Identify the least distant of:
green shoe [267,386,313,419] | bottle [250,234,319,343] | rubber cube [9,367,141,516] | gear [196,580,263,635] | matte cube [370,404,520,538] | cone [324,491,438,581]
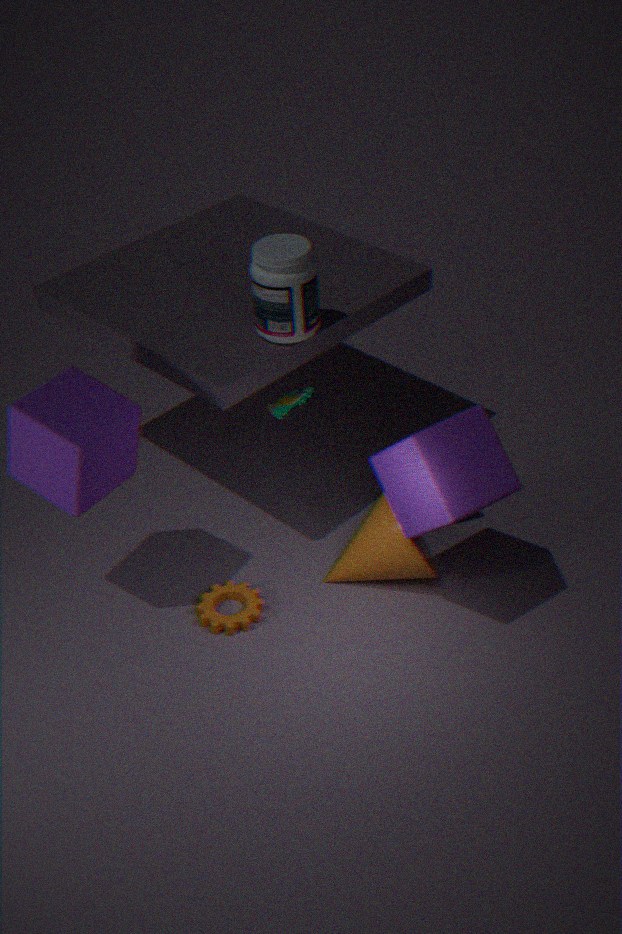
matte cube [370,404,520,538]
